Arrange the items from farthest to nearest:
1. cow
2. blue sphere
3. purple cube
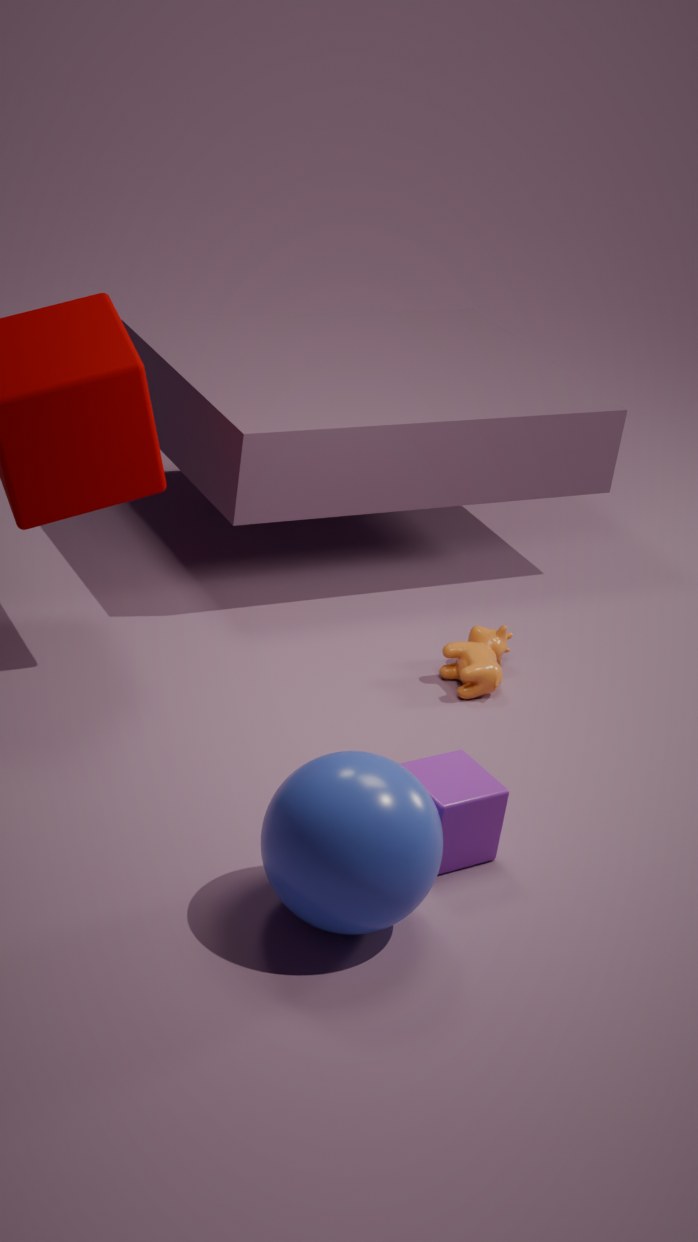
cow
purple cube
blue sphere
